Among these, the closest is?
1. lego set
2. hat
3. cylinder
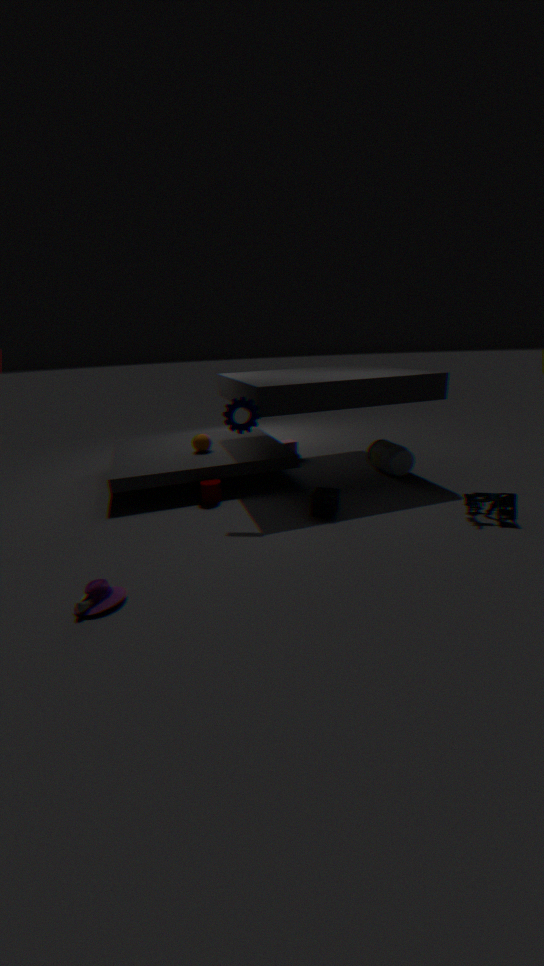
hat
